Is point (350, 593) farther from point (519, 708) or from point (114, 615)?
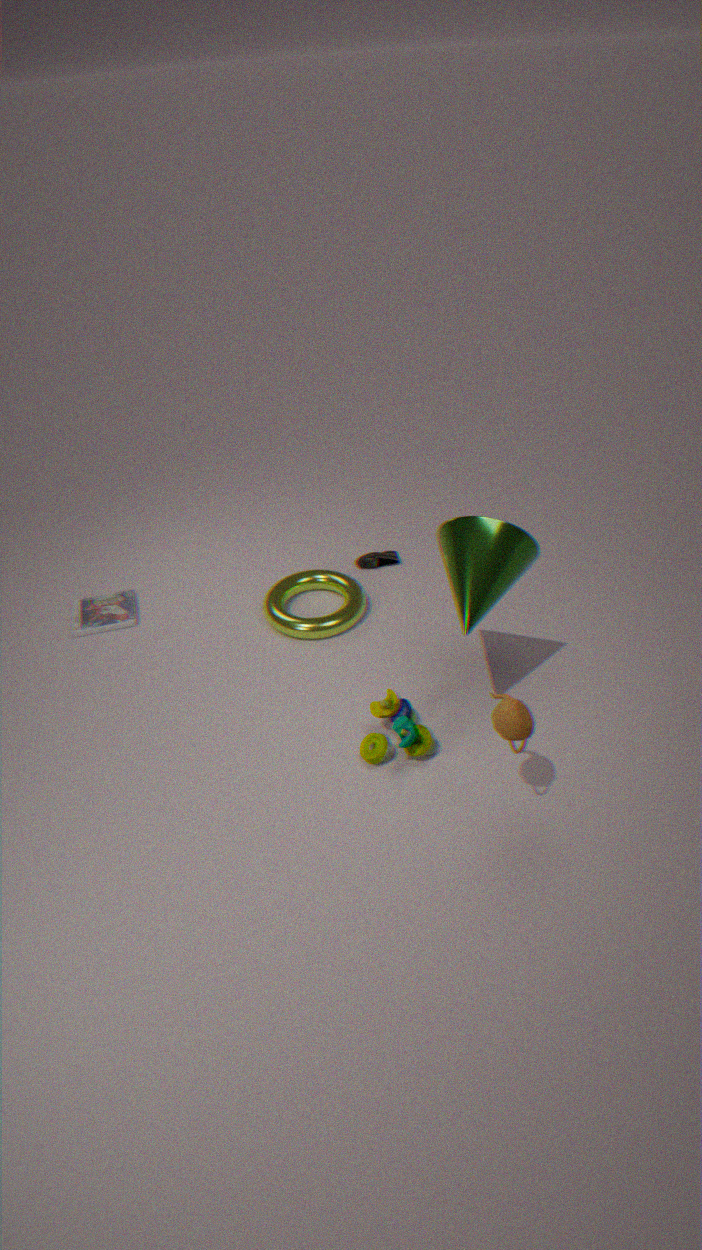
point (519, 708)
